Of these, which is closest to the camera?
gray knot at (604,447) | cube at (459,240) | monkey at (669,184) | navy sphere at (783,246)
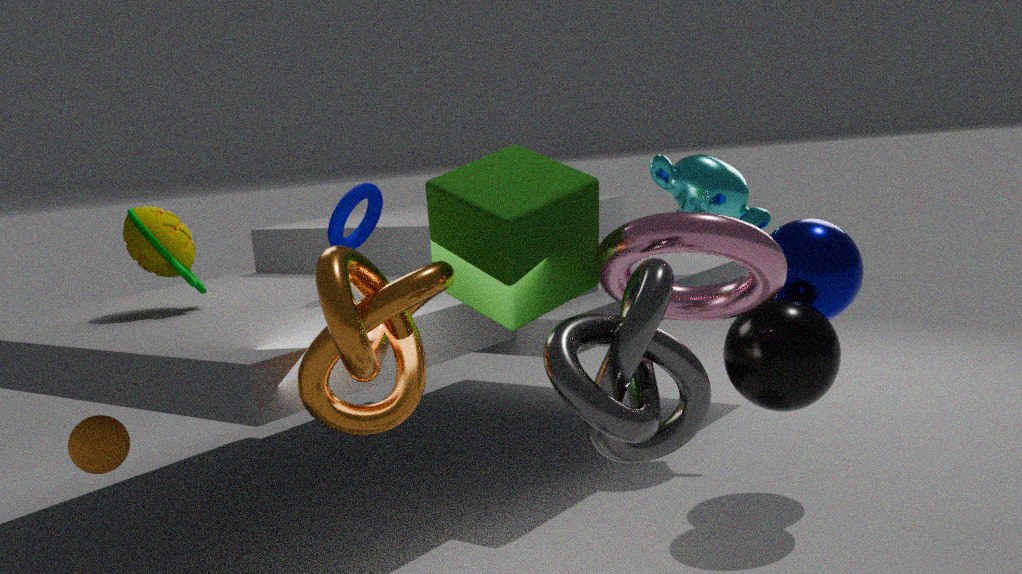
gray knot at (604,447)
